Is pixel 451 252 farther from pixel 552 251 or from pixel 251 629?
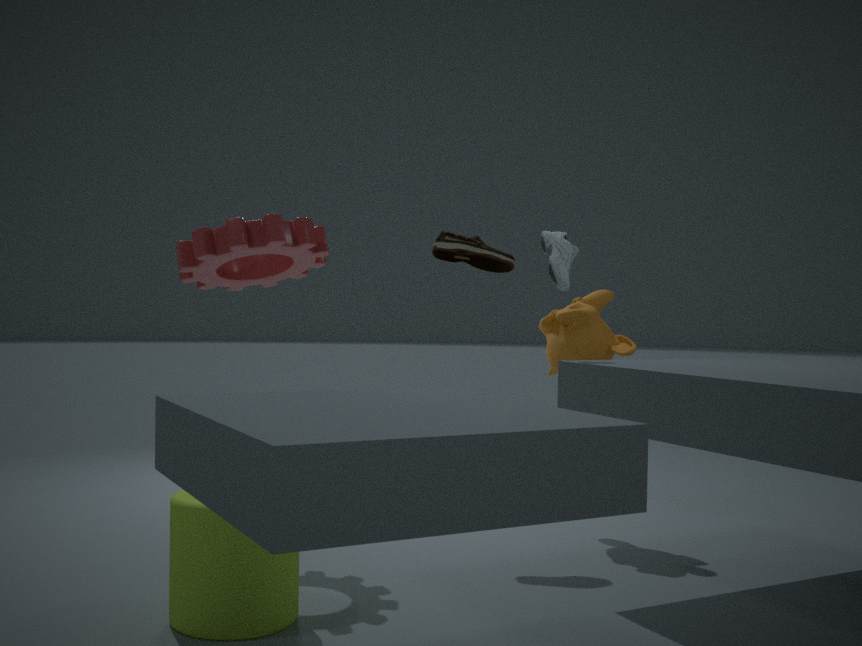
pixel 251 629
